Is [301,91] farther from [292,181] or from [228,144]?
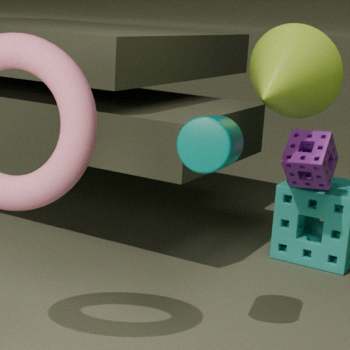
[228,144]
